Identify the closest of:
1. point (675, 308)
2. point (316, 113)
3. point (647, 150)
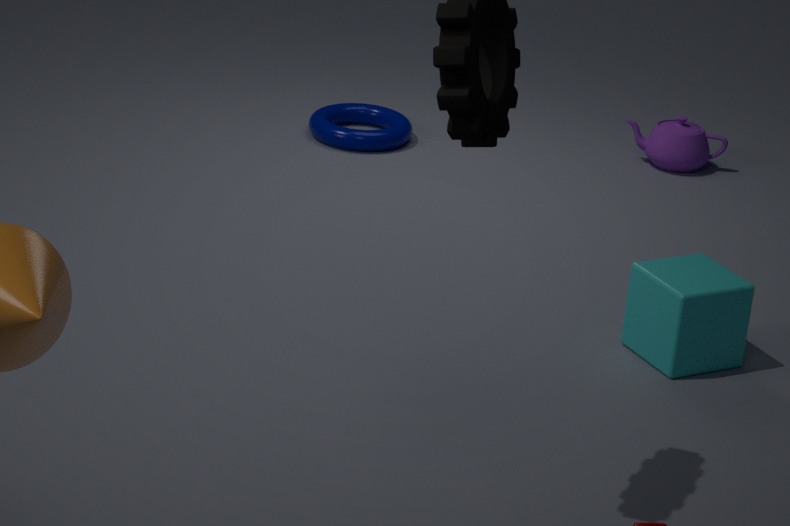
point (675, 308)
